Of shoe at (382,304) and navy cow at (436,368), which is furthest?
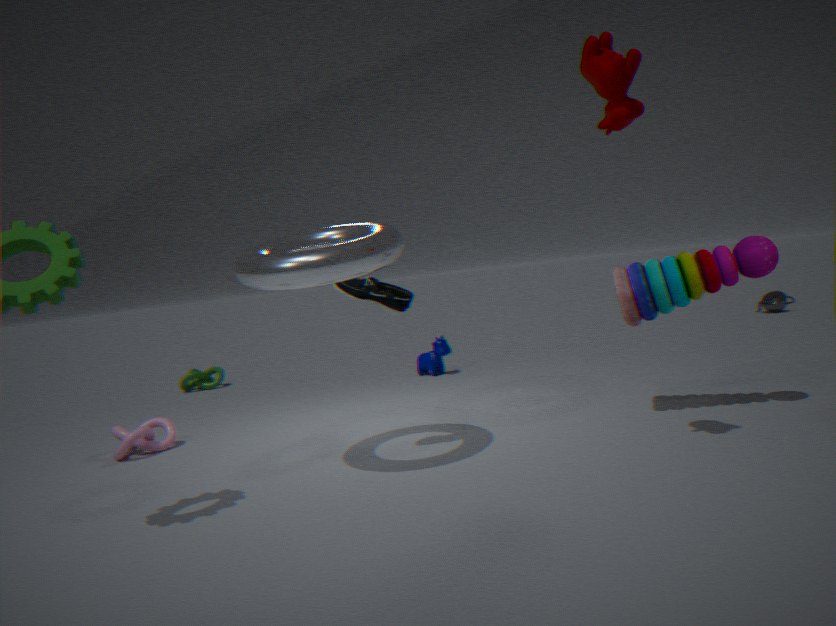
navy cow at (436,368)
